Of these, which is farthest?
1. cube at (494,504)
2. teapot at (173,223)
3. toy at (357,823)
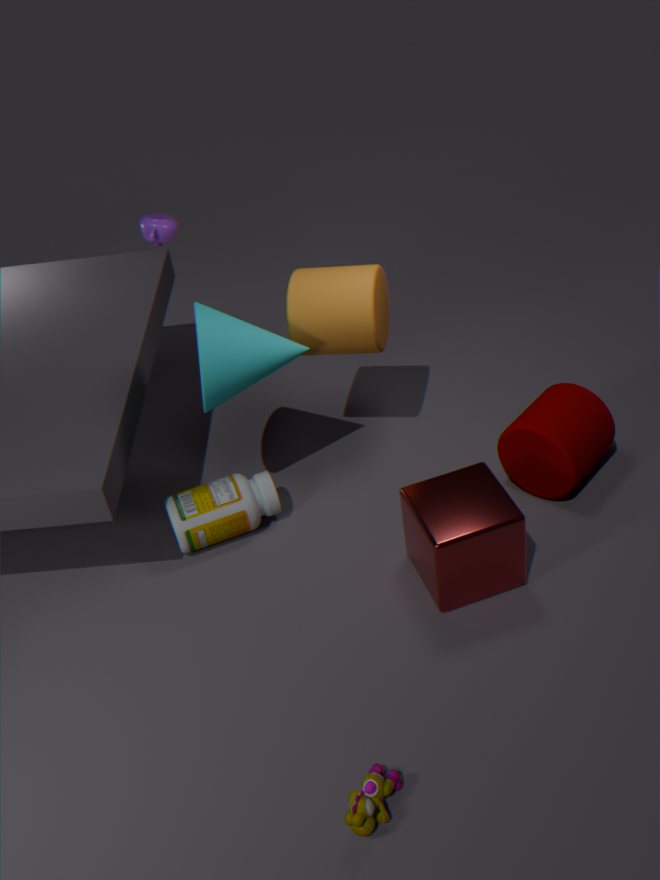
teapot at (173,223)
